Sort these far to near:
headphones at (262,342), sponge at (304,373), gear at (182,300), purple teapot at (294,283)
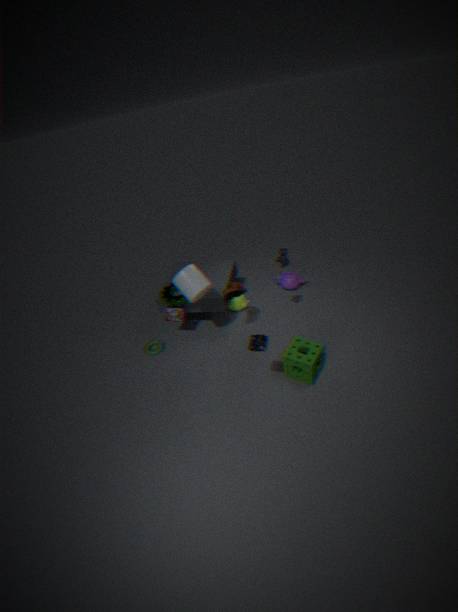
purple teapot at (294,283) < gear at (182,300) < sponge at (304,373) < headphones at (262,342)
